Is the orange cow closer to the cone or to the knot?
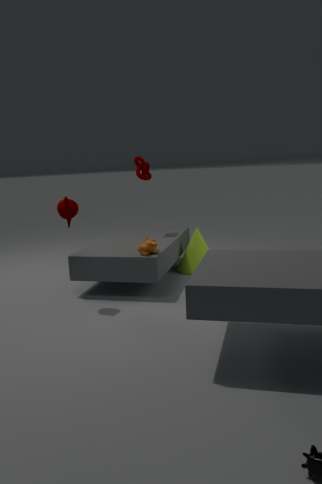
the cone
